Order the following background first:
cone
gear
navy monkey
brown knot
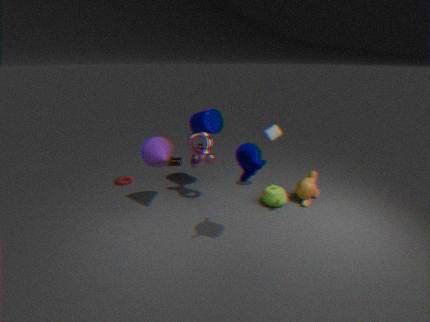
1. brown knot
2. gear
3. cone
4. navy monkey
